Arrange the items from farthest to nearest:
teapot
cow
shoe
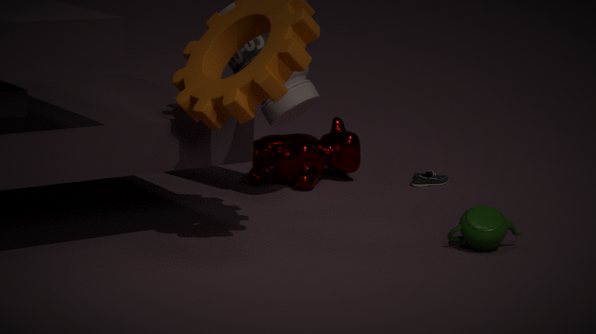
1. shoe
2. cow
3. teapot
